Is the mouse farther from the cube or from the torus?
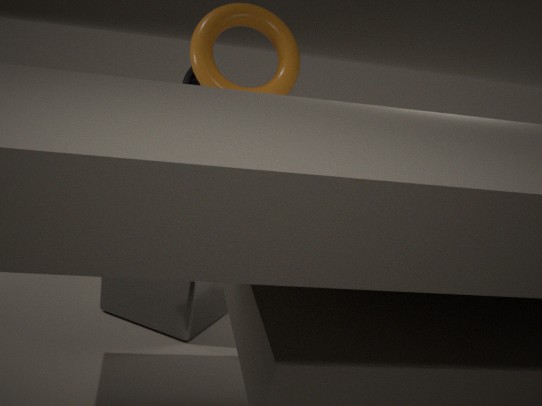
the cube
